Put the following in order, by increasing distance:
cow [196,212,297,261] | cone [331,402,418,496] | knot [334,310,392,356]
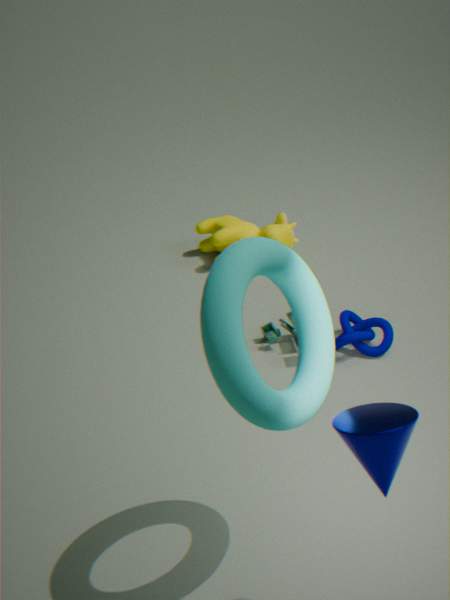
cone [331,402,418,496], knot [334,310,392,356], cow [196,212,297,261]
